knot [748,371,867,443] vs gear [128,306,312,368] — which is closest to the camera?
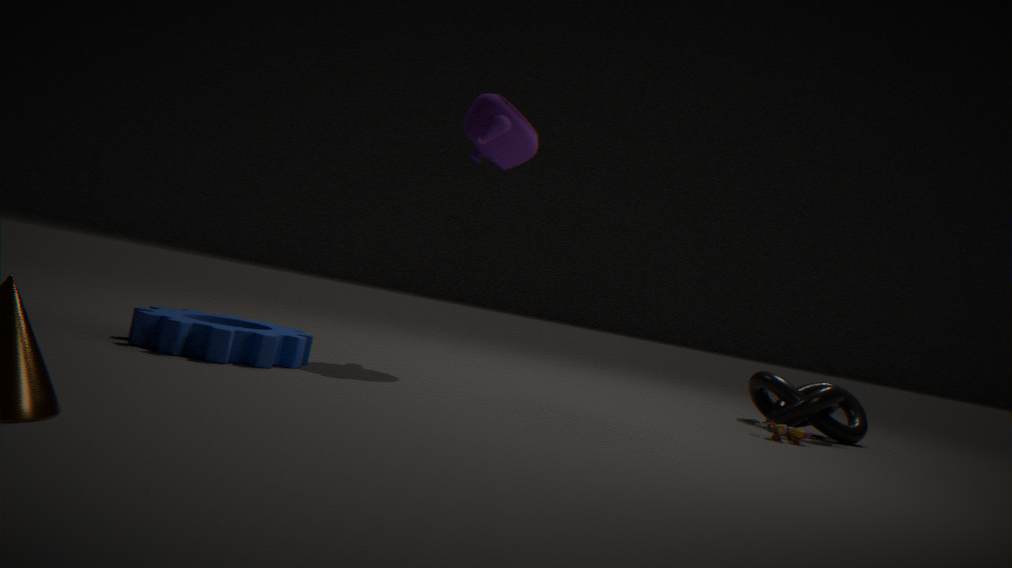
gear [128,306,312,368]
